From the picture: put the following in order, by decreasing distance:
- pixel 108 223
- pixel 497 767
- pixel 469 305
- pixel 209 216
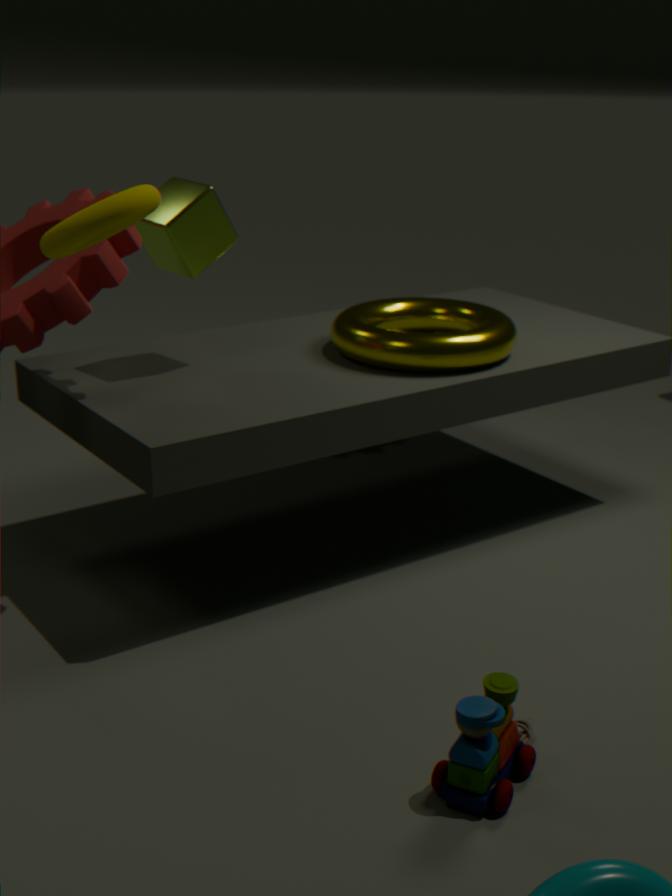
pixel 469 305
pixel 209 216
pixel 108 223
pixel 497 767
